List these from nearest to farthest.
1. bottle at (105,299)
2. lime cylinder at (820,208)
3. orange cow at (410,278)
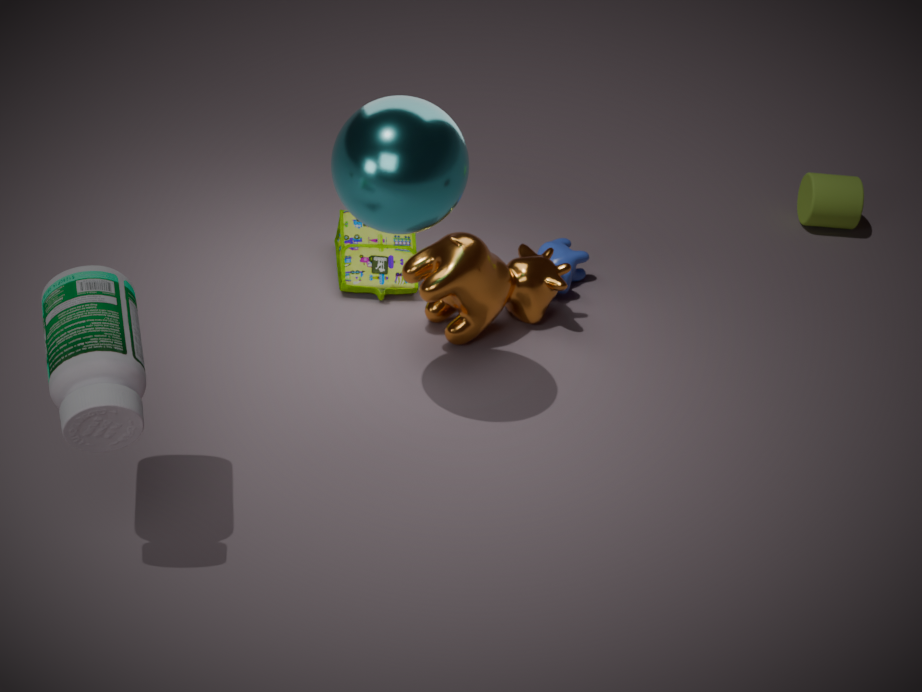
bottle at (105,299)
orange cow at (410,278)
lime cylinder at (820,208)
